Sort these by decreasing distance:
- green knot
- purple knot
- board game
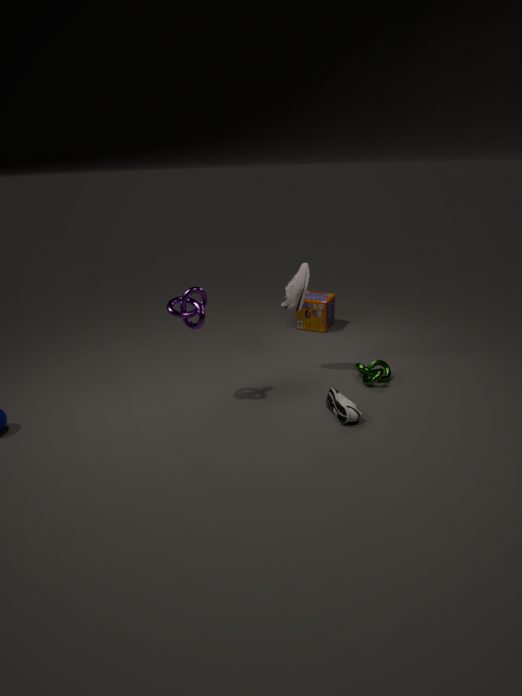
board game → green knot → purple knot
